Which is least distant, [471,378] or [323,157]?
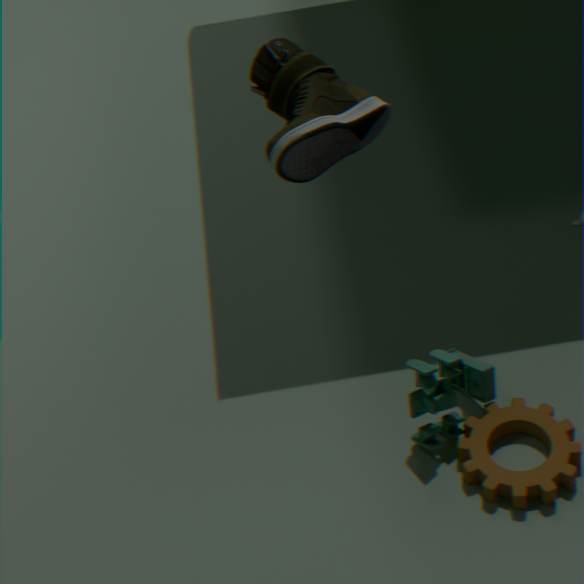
[323,157]
